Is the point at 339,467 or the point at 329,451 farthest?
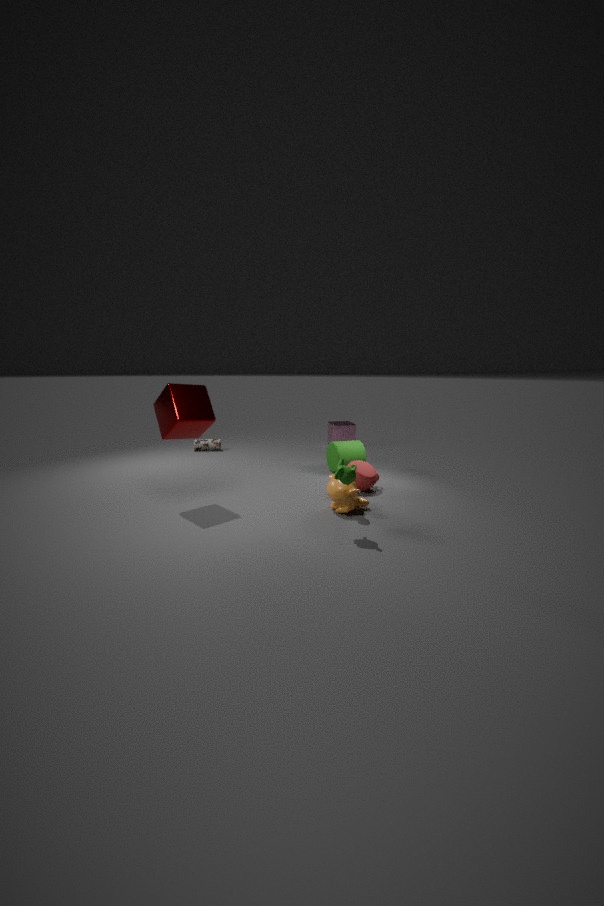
the point at 329,451
